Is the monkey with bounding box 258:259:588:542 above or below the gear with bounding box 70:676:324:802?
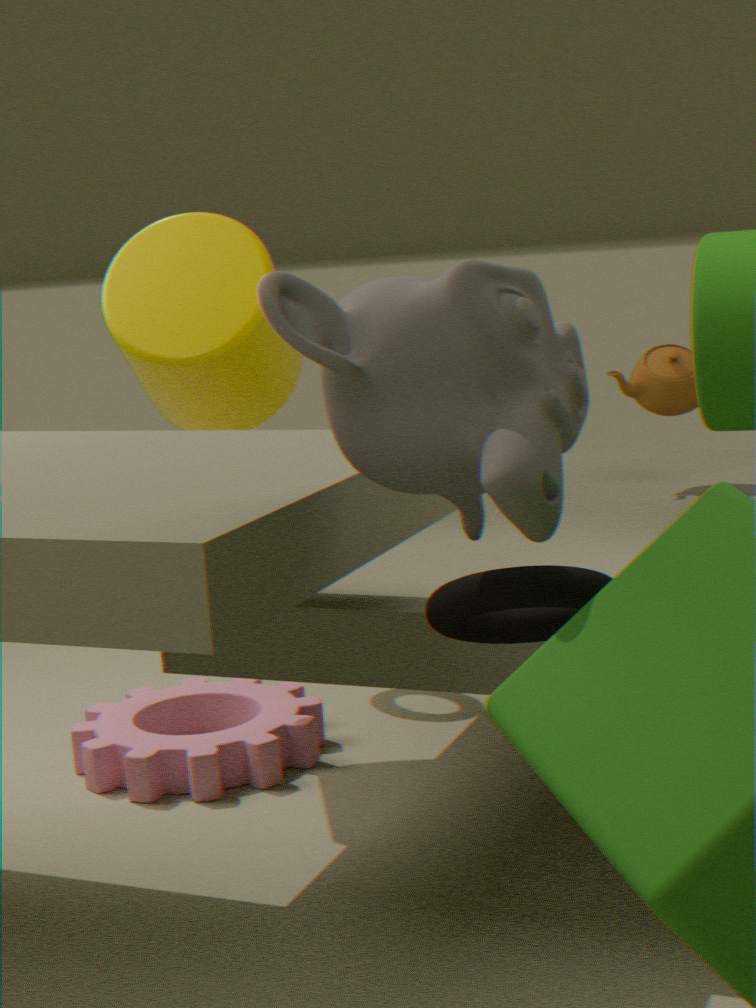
above
